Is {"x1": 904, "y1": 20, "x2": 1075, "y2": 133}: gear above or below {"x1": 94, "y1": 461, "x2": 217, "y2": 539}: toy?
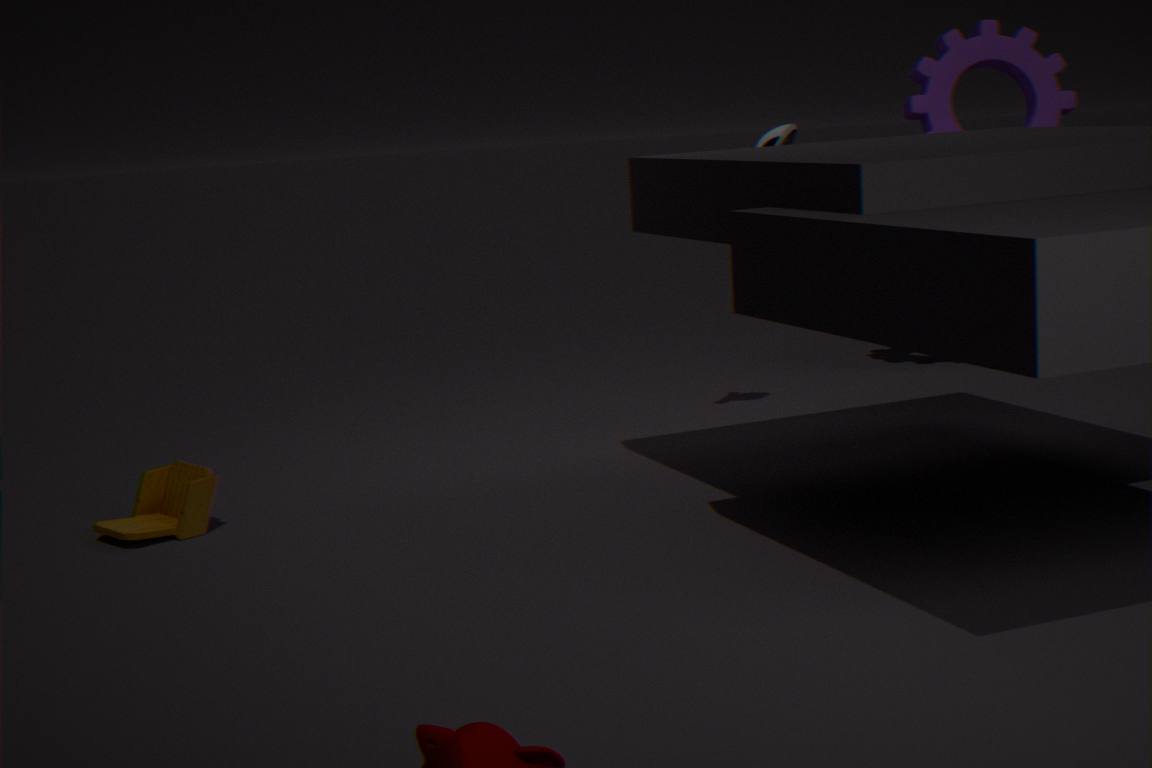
above
